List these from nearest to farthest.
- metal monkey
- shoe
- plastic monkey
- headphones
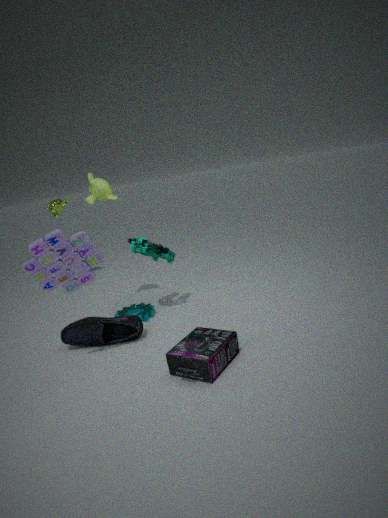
headphones → shoe → plastic monkey → metal monkey
